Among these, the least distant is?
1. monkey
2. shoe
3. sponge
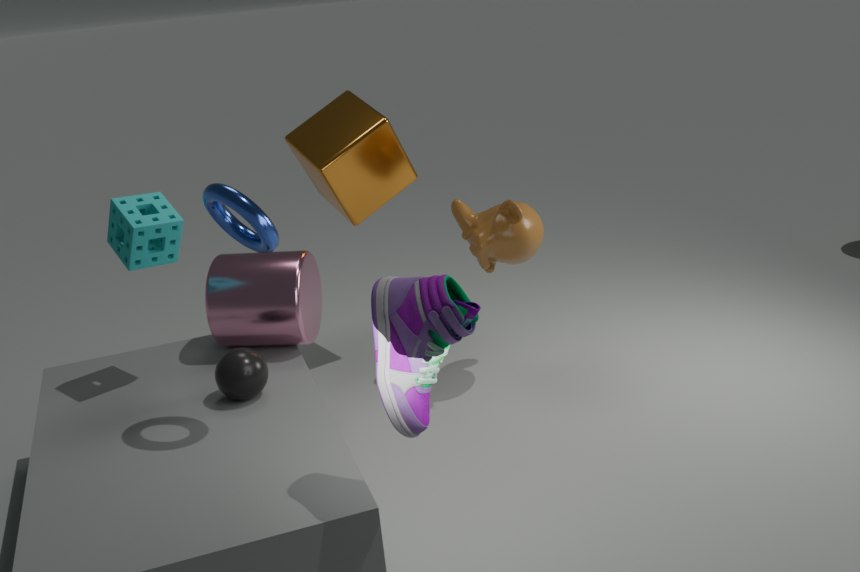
shoe
